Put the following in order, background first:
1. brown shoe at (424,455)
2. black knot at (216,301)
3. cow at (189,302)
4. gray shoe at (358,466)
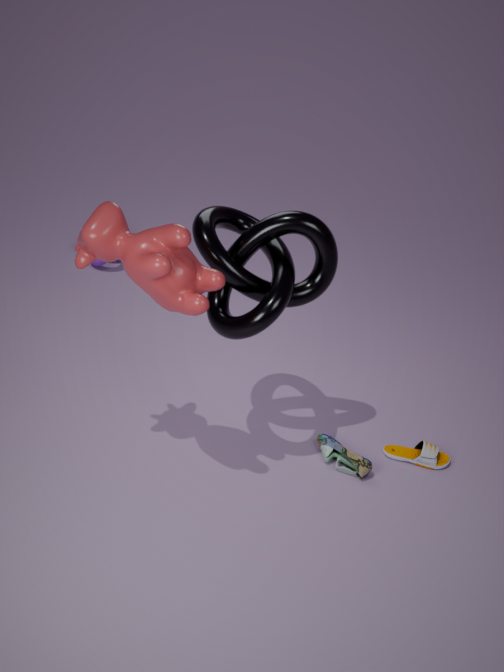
brown shoe at (424,455)
gray shoe at (358,466)
black knot at (216,301)
cow at (189,302)
